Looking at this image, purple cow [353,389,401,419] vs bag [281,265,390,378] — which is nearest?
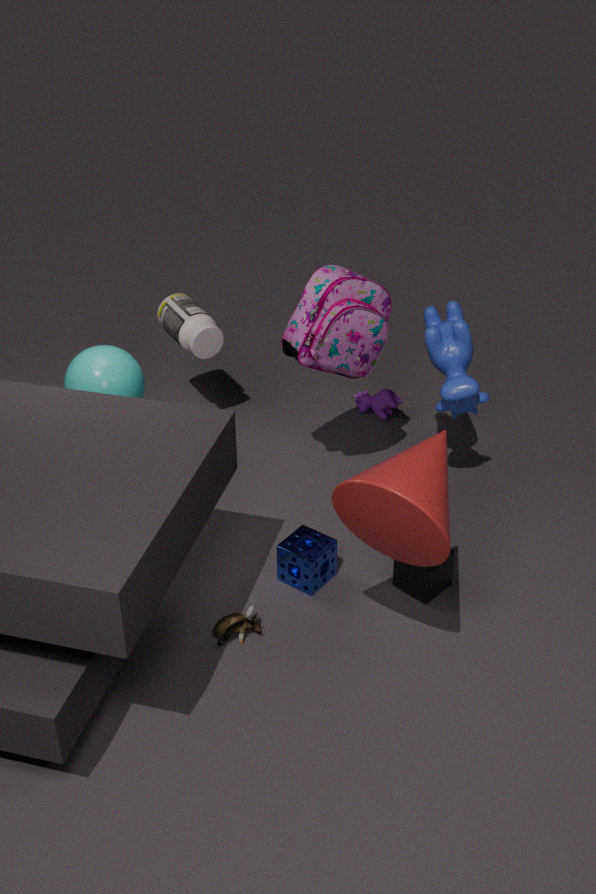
bag [281,265,390,378]
